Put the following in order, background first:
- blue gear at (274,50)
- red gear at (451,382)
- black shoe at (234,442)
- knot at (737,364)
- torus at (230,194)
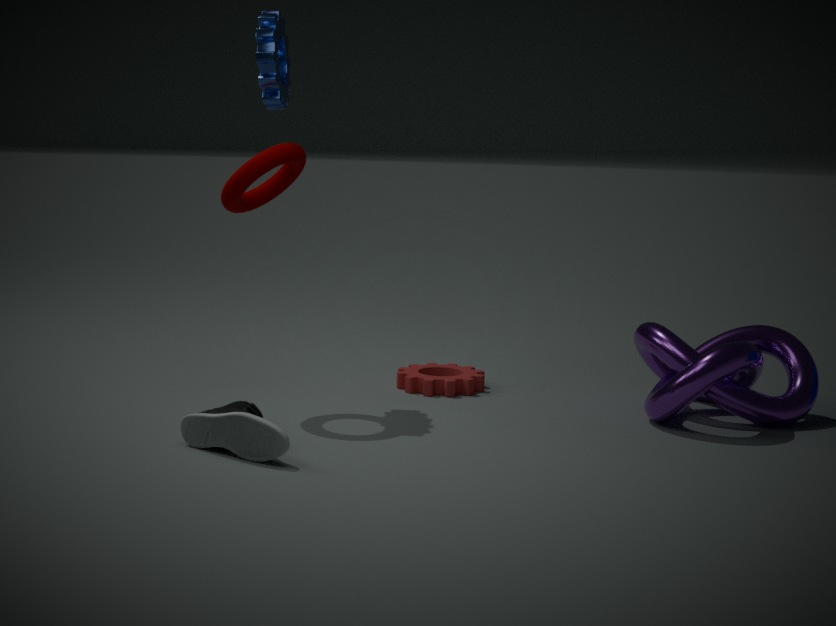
red gear at (451,382)
blue gear at (274,50)
knot at (737,364)
torus at (230,194)
black shoe at (234,442)
